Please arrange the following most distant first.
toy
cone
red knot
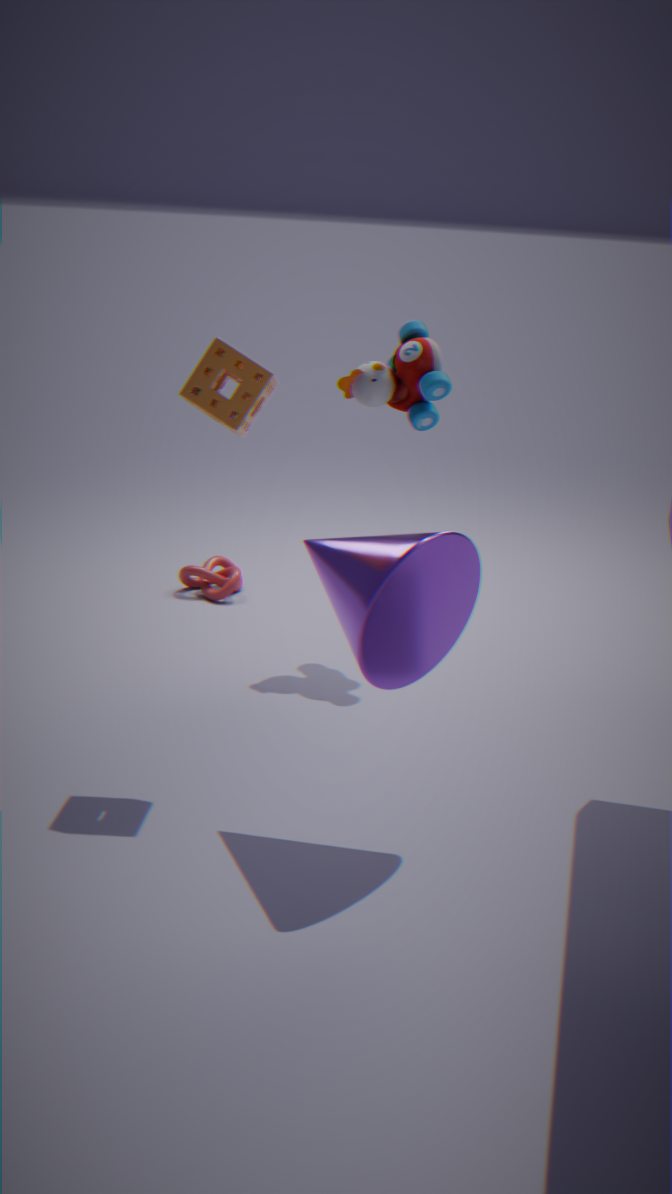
red knot < toy < cone
